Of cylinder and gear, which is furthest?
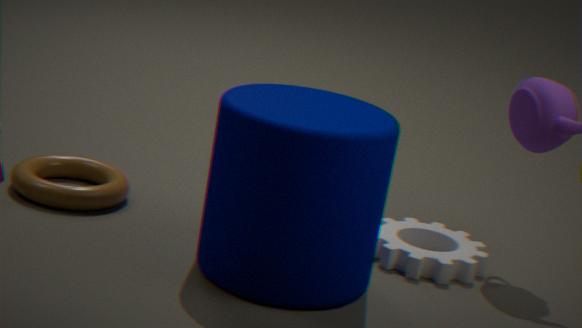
gear
